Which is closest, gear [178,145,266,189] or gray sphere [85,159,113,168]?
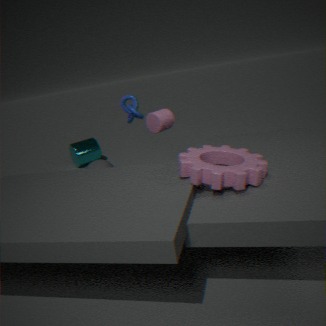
gear [178,145,266,189]
